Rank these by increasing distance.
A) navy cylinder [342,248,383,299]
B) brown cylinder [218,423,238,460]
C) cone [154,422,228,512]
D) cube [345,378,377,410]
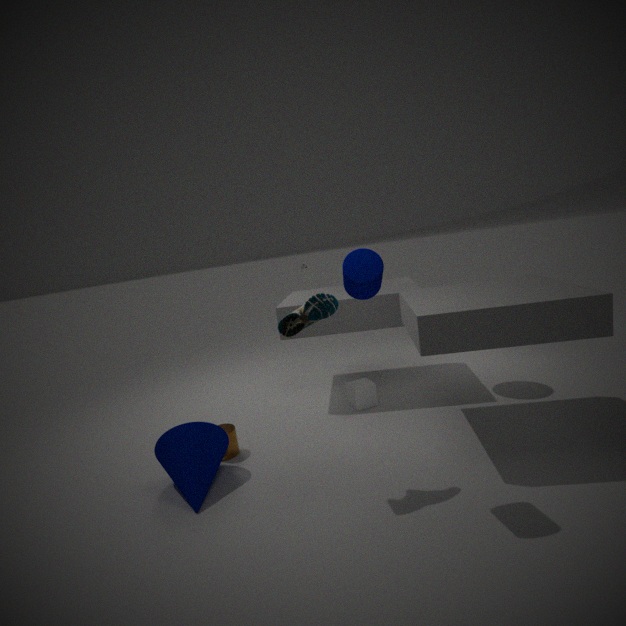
navy cylinder [342,248,383,299] < cone [154,422,228,512] < brown cylinder [218,423,238,460] < cube [345,378,377,410]
